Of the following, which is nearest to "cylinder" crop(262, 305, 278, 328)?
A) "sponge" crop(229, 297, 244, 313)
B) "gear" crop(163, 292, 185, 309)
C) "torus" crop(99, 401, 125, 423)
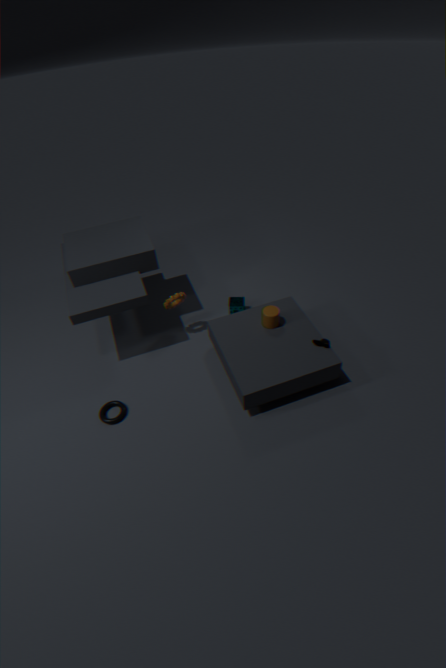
"sponge" crop(229, 297, 244, 313)
